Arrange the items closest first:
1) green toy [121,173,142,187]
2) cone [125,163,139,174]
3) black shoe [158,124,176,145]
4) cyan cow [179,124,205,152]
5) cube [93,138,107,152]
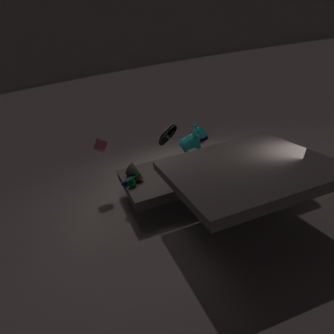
1. 1. green toy [121,173,142,187]
2. 4. cyan cow [179,124,205,152]
3. 2. cone [125,163,139,174]
4. 5. cube [93,138,107,152]
5. 3. black shoe [158,124,176,145]
